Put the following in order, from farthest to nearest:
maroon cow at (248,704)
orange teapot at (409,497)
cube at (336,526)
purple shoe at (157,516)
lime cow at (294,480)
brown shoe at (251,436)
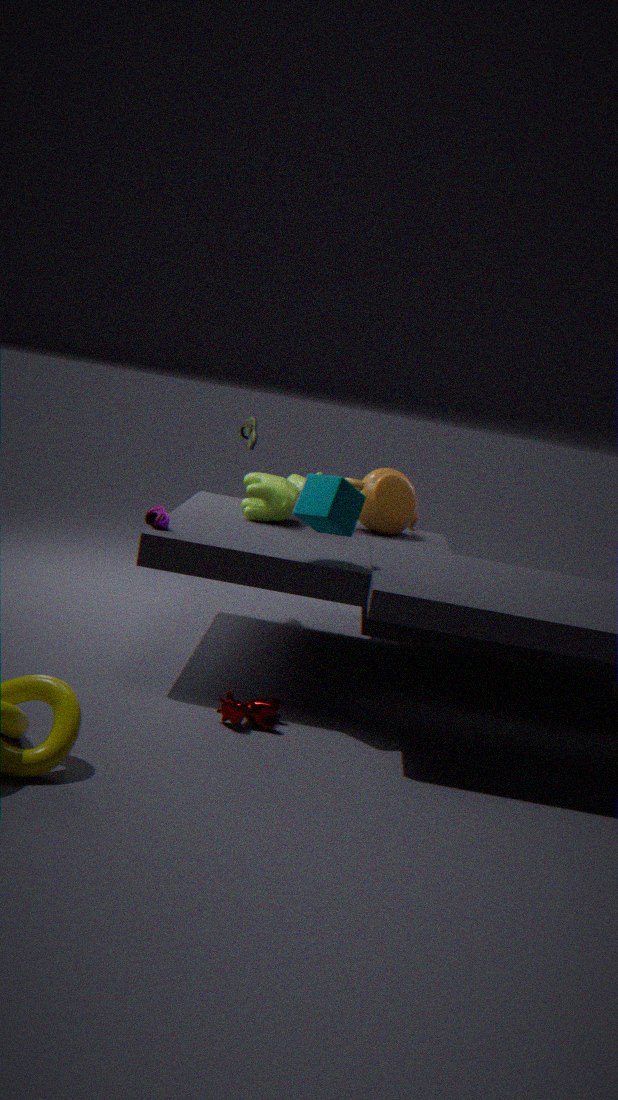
brown shoe at (251,436) → orange teapot at (409,497) → lime cow at (294,480) → purple shoe at (157,516) → cube at (336,526) → maroon cow at (248,704)
